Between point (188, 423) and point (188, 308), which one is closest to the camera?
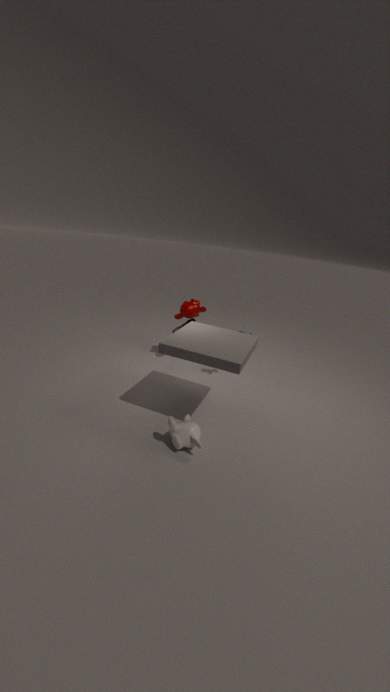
point (188, 423)
